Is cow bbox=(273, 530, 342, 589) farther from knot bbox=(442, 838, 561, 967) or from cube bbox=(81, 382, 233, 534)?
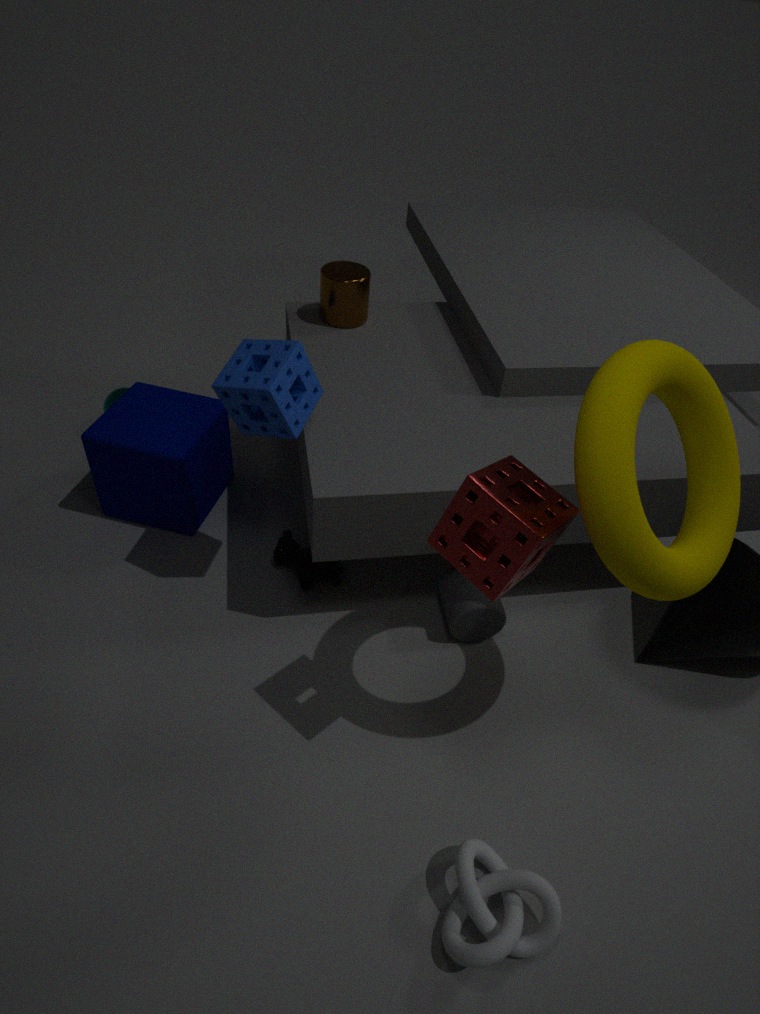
knot bbox=(442, 838, 561, 967)
